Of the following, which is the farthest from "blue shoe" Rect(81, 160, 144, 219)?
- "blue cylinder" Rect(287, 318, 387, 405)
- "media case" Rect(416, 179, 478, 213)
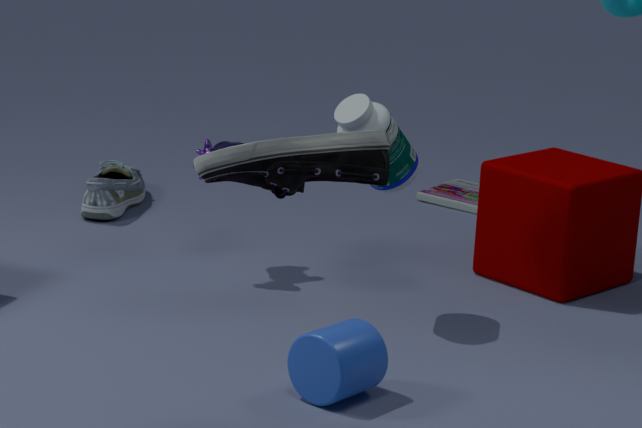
"blue cylinder" Rect(287, 318, 387, 405)
